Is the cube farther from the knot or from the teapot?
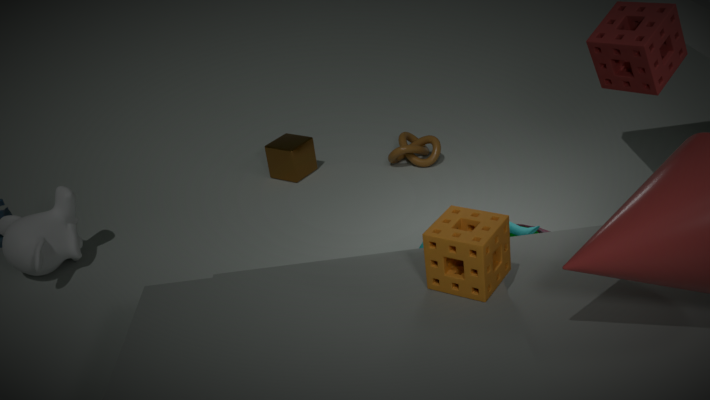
the teapot
